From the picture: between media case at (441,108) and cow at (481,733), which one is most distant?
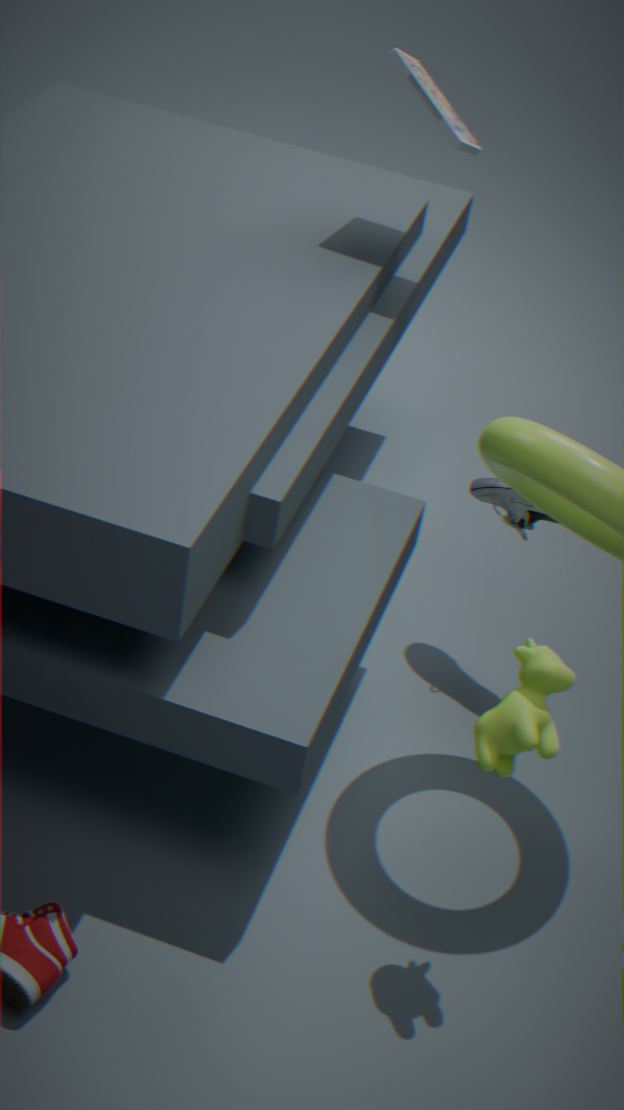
media case at (441,108)
